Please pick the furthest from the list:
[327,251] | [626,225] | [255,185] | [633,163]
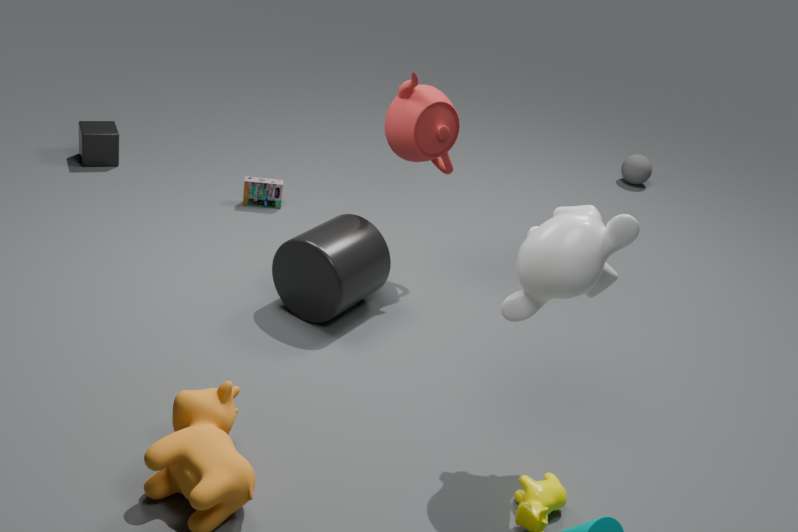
[633,163]
